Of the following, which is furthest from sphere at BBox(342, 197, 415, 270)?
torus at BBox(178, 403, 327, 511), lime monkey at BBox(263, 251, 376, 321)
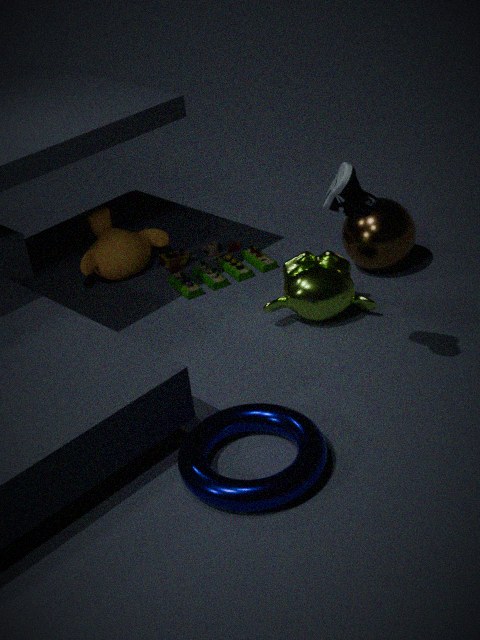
torus at BBox(178, 403, 327, 511)
